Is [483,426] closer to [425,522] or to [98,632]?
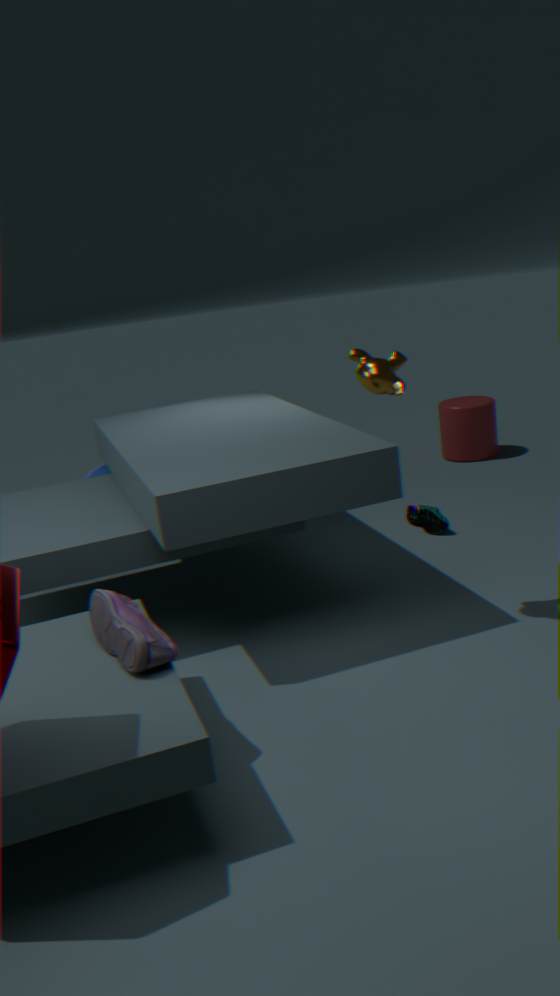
[425,522]
